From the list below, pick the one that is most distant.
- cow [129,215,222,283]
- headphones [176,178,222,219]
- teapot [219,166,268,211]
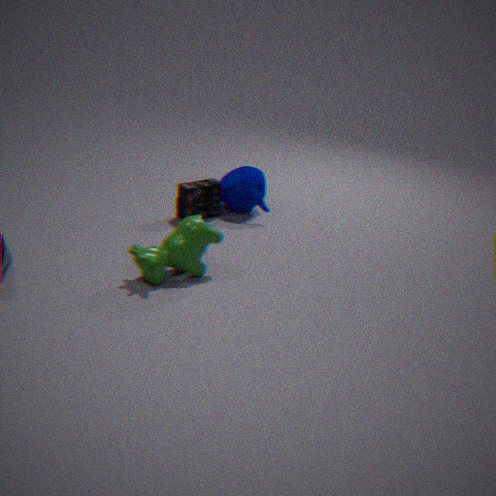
teapot [219,166,268,211]
